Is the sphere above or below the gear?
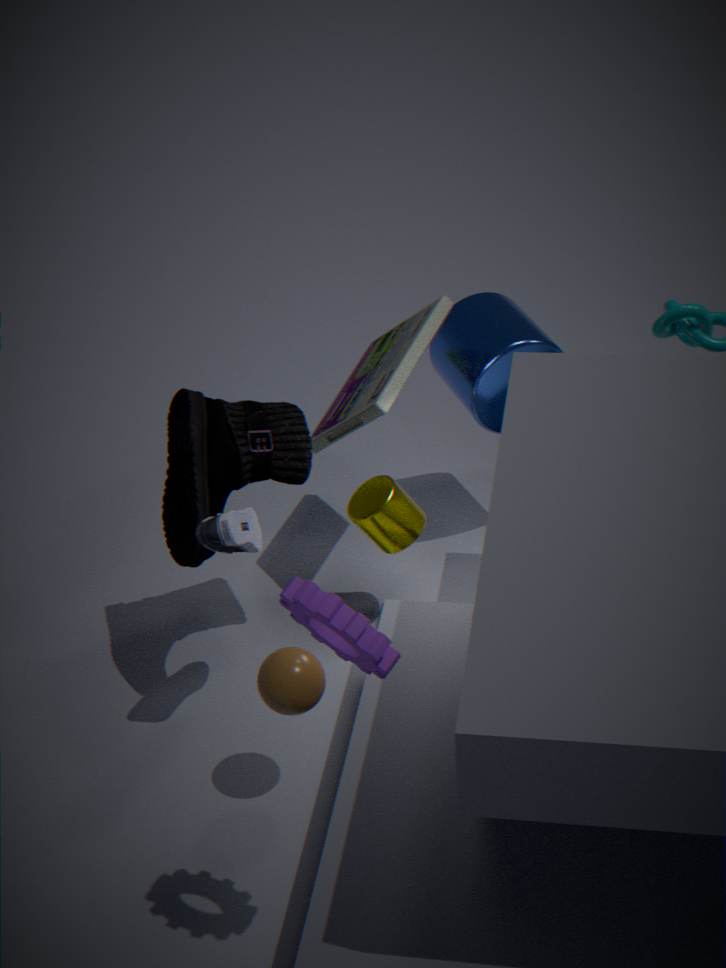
below
